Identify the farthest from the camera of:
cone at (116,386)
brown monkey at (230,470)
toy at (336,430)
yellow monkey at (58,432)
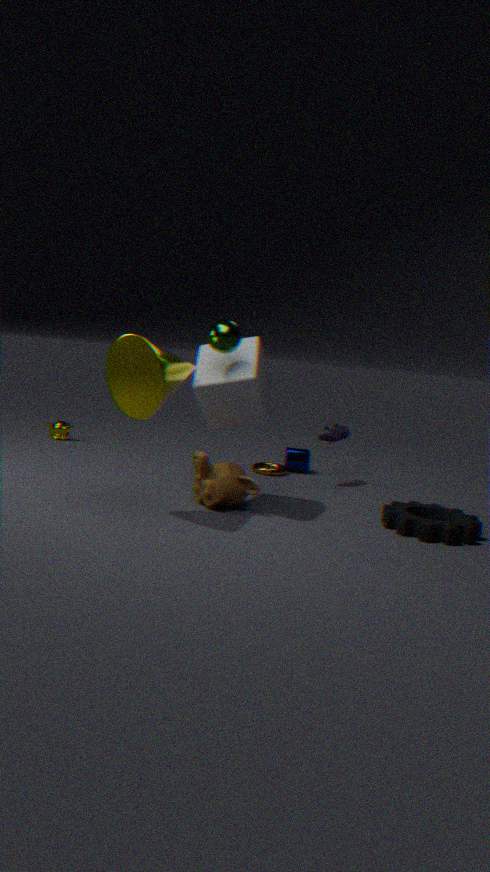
yellow monkey at (58,432)
